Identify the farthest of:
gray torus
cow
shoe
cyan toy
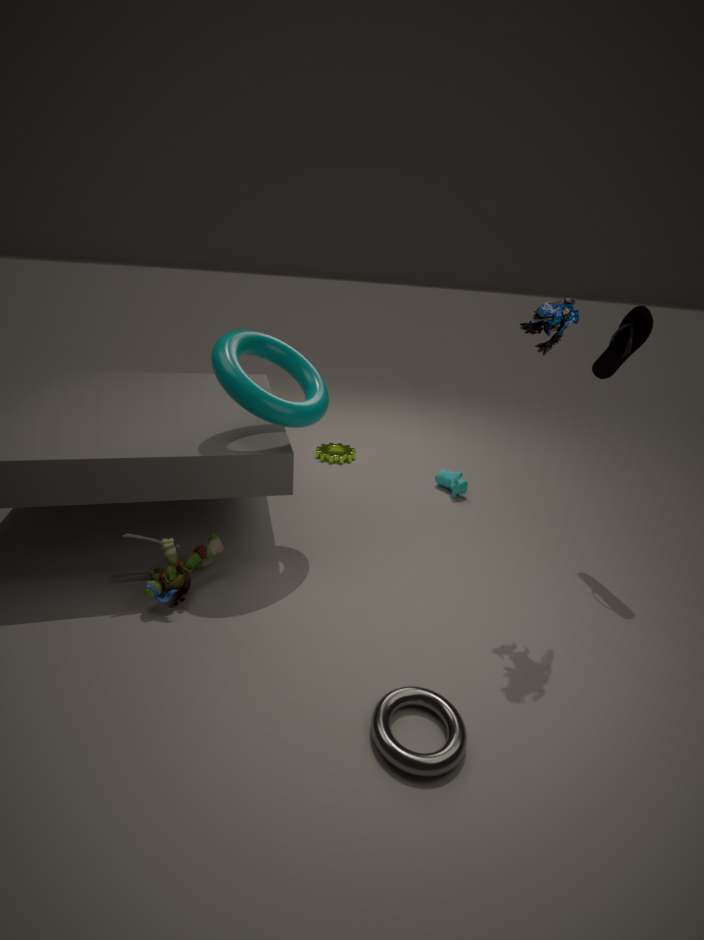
cow
